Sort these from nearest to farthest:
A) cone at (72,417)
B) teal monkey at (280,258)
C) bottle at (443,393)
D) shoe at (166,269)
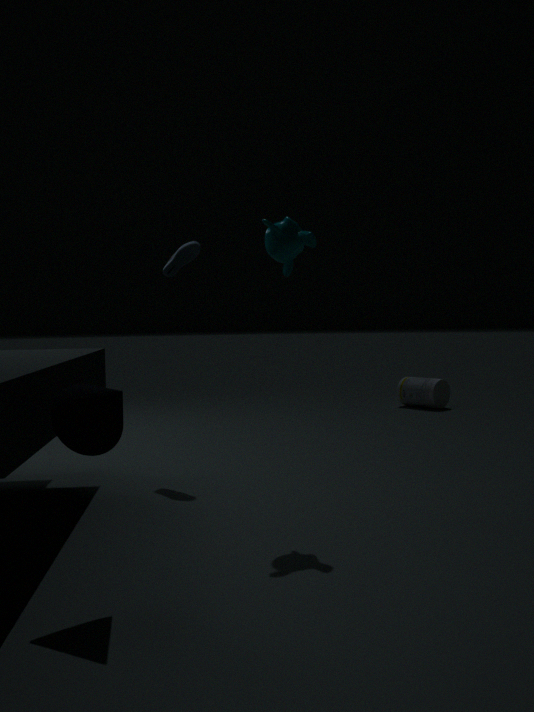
cone at (72,417), teal monkey at (280,258), shoe at (166,269), bottle at (443,393)
